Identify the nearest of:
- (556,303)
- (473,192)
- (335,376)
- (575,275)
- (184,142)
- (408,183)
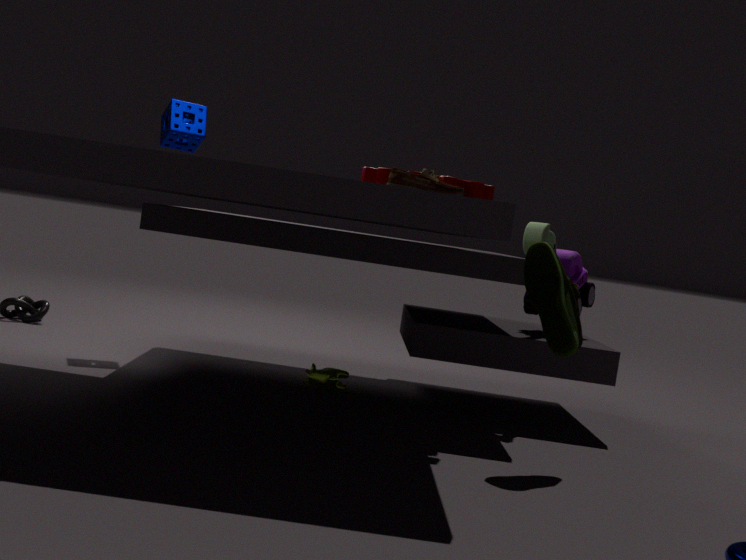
(408,183)
